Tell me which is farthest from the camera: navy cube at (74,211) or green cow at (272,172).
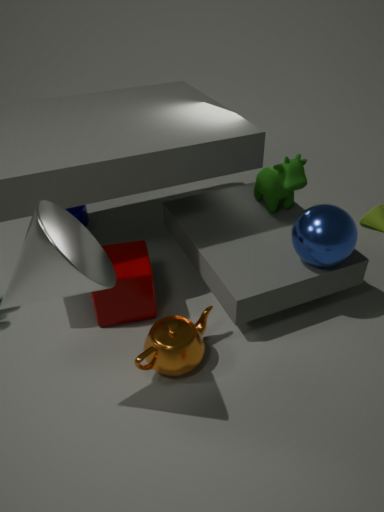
navy cube at (74,211)
